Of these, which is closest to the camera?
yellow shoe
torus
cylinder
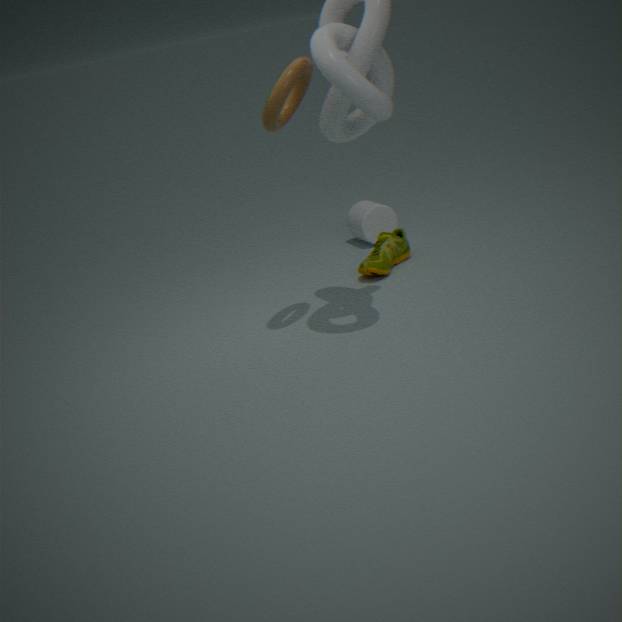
torus
